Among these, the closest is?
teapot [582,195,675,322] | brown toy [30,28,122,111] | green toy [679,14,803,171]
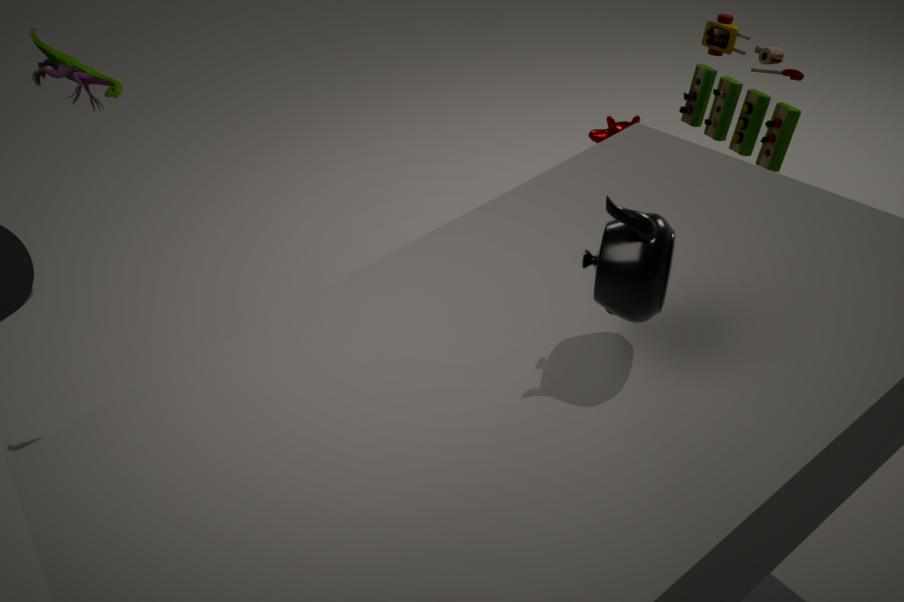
teapot [582,195,675,322]
